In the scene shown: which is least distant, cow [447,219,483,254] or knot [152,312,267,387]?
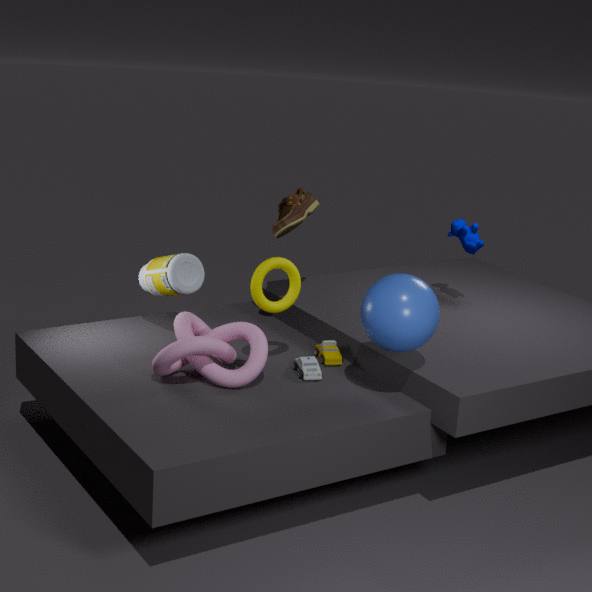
knot [152,312,267,387]
